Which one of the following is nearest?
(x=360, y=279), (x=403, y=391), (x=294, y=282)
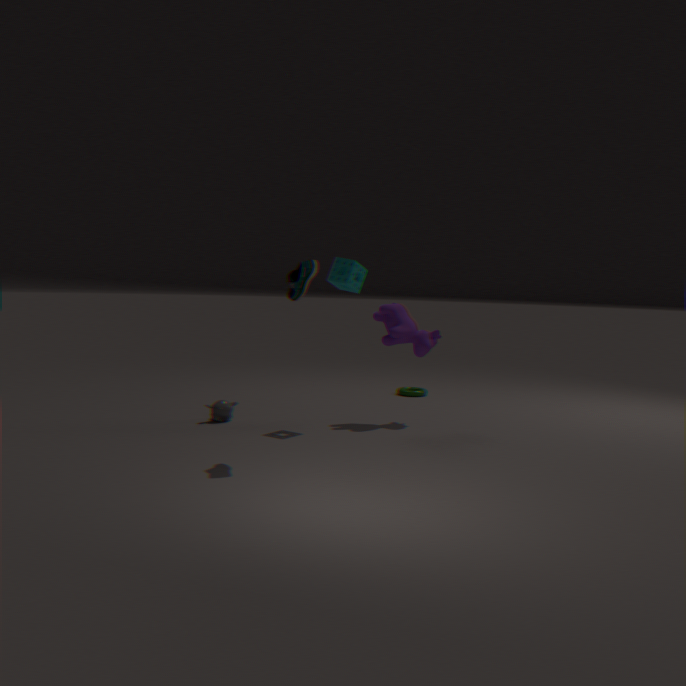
(x=294, y=282)
